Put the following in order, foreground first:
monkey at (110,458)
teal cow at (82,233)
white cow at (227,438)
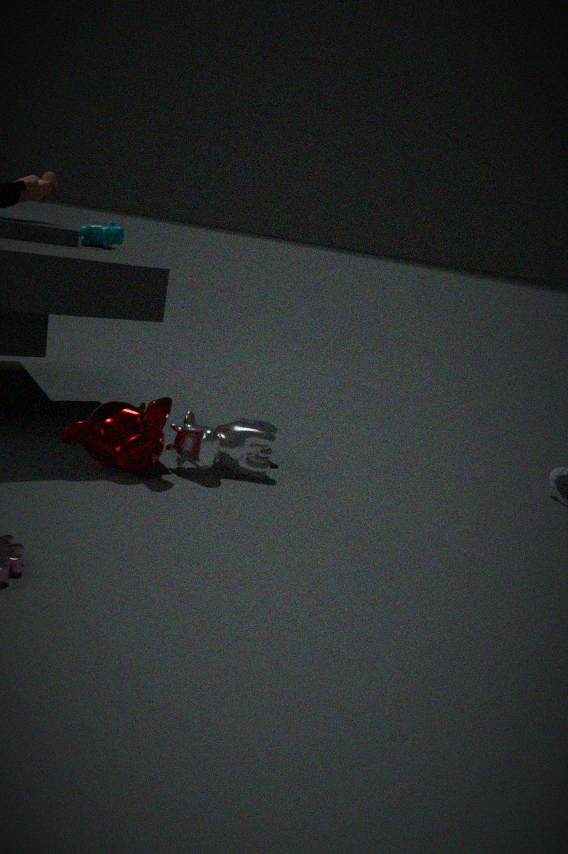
monkey at (110,458) → white cow at (227,438) → teal cow at (82,233)
